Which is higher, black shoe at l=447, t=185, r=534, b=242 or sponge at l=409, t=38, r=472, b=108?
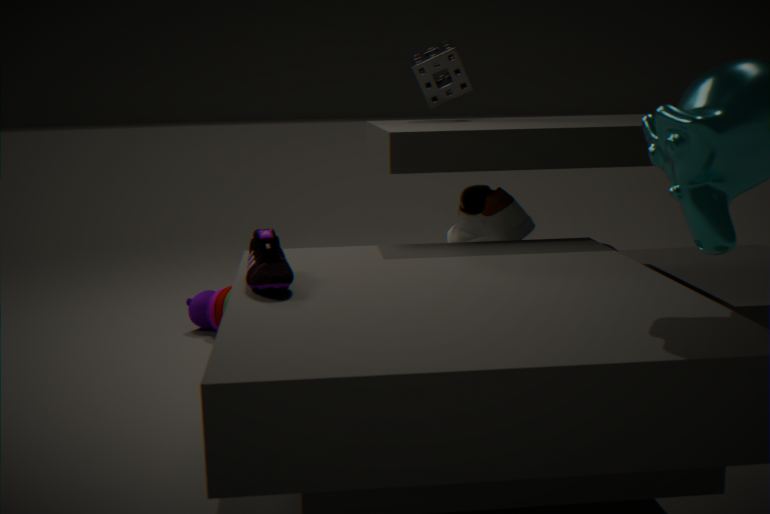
sponge at l=409, t=38, r=472, b=108
